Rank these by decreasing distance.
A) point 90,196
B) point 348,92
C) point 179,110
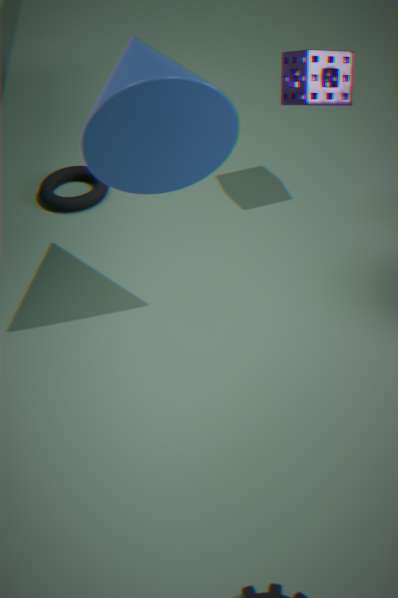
point 90,196, point 348,92, point 179,110
